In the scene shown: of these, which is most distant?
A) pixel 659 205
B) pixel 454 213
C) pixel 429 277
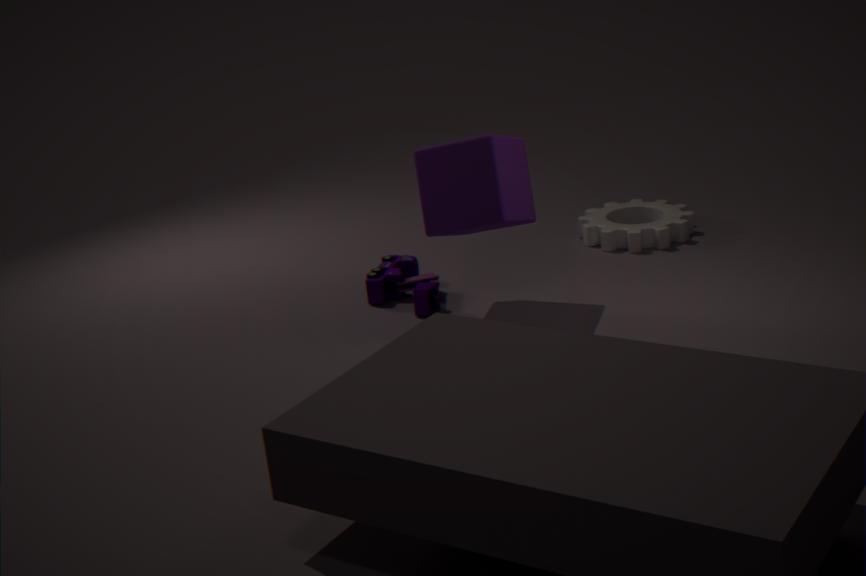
pixel 659 205
